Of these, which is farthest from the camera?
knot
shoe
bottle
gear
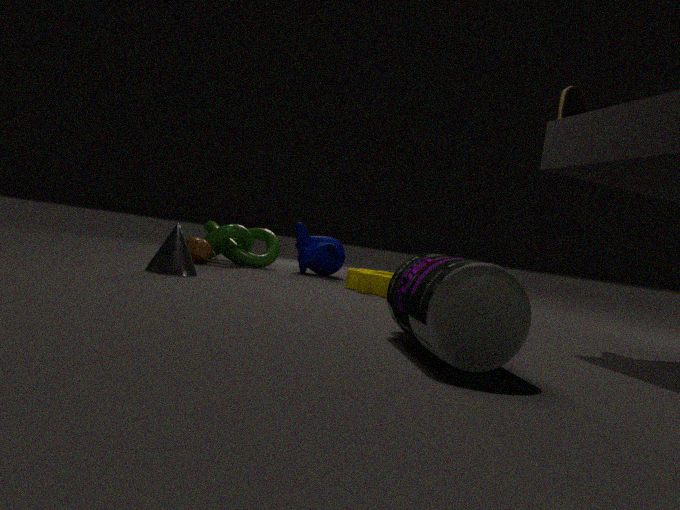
knot
